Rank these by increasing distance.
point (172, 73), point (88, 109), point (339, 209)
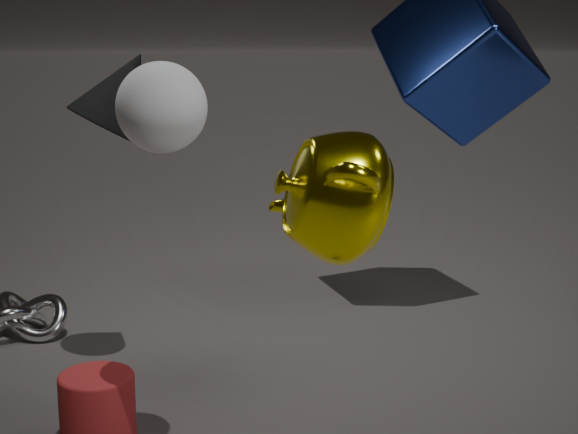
point (339, 209), point (172, 73), point (88, 109)
